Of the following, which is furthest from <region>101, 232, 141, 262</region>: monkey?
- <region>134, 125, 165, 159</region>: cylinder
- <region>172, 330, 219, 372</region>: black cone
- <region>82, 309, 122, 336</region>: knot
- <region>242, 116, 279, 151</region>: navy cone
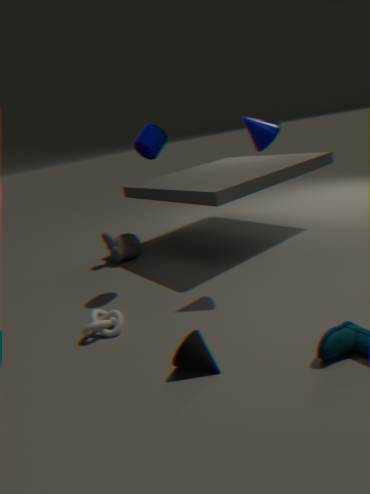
<region>172, 330, 219, 372</region>: black cone
